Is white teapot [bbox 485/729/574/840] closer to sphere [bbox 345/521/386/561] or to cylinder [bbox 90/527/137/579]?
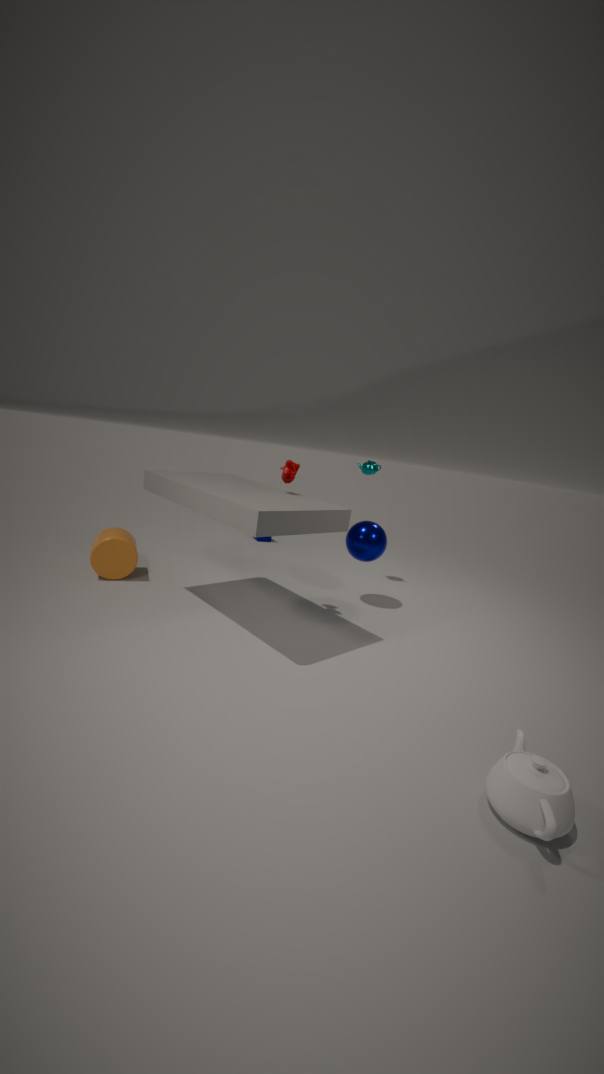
sphere [bbox 345/521/386/561]
